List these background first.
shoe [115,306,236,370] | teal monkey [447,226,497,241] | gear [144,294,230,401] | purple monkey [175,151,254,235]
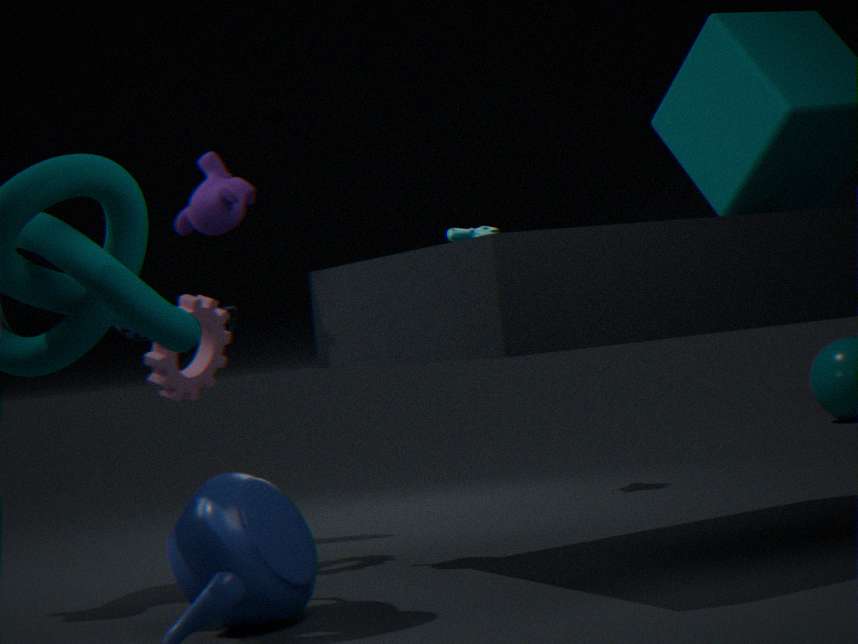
teal monkey [447,226,497,241], shoe [115,306,236,370], gear [144,294,230,401], purple monkey [175,151,254,235]
